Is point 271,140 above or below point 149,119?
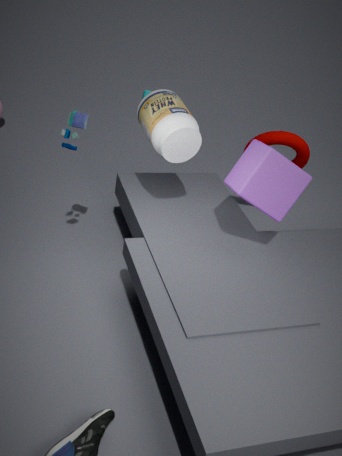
below
